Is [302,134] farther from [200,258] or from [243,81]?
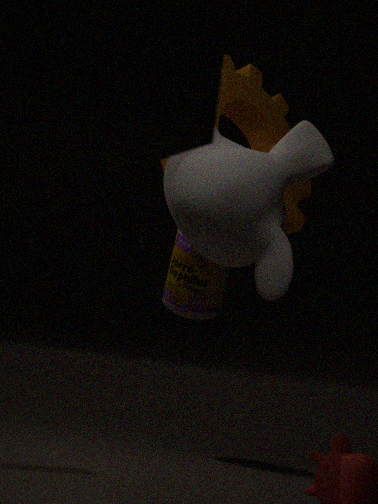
[200,258]
